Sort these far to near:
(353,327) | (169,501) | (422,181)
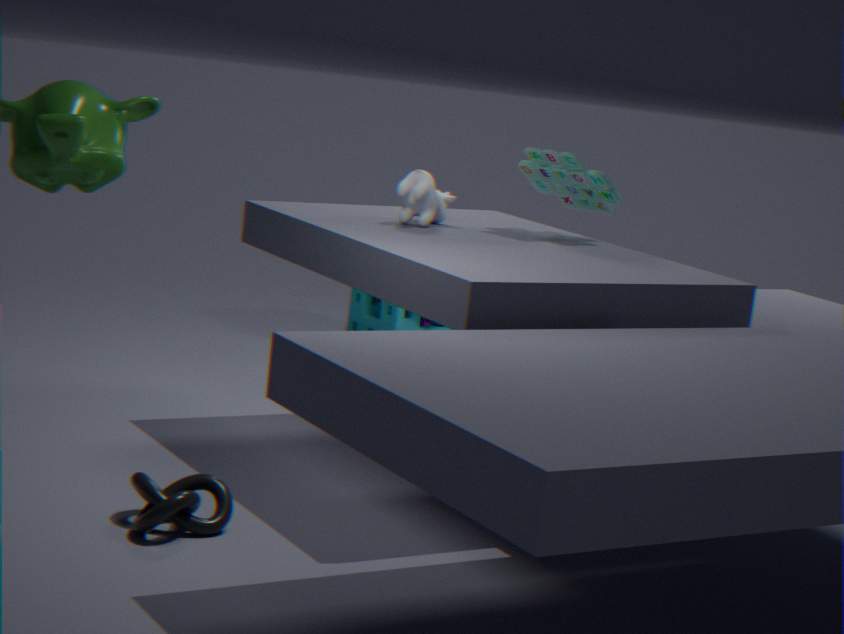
(353,327) → (422,181) → (169,501)
